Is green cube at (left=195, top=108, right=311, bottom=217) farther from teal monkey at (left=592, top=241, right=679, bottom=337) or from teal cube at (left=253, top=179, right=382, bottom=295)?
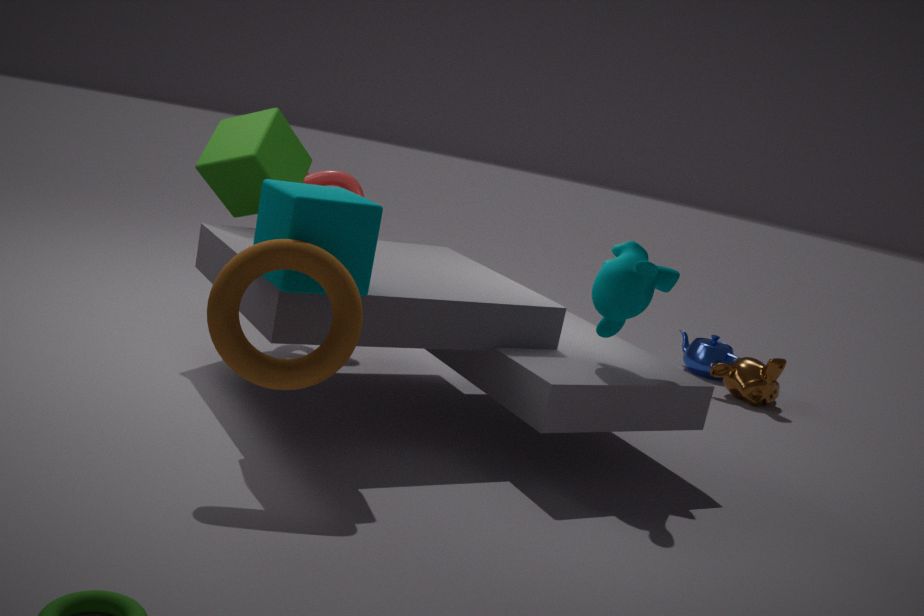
teal monkey at (left=592, top=241, right=679, bottom=337)
